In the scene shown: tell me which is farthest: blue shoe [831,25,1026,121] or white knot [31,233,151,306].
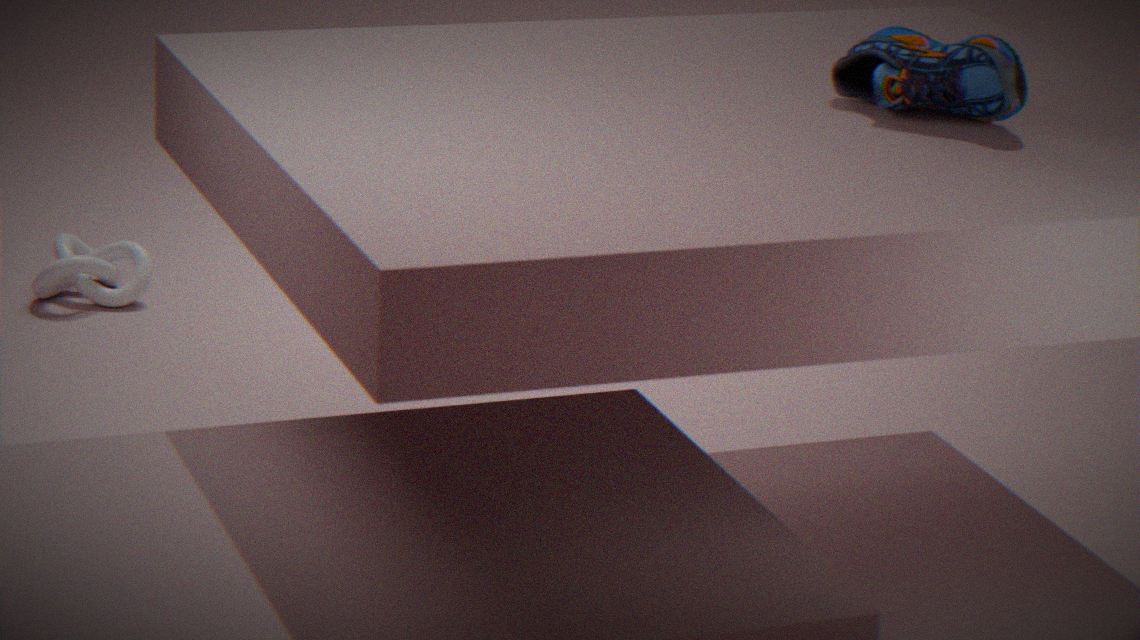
white knot [31,233,151,306]
